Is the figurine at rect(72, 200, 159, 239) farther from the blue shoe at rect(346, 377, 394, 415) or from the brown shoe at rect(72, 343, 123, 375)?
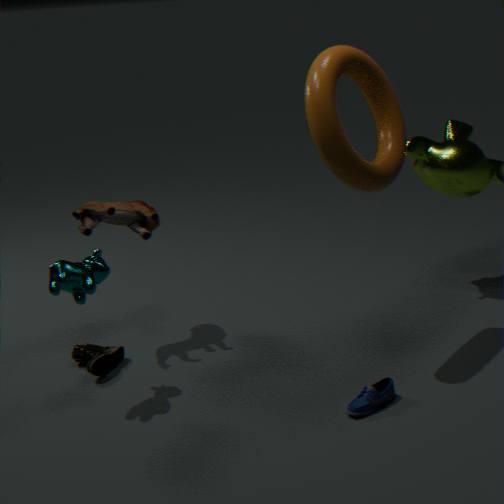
the blue shoe at rect(346, 377, 394, 415)
